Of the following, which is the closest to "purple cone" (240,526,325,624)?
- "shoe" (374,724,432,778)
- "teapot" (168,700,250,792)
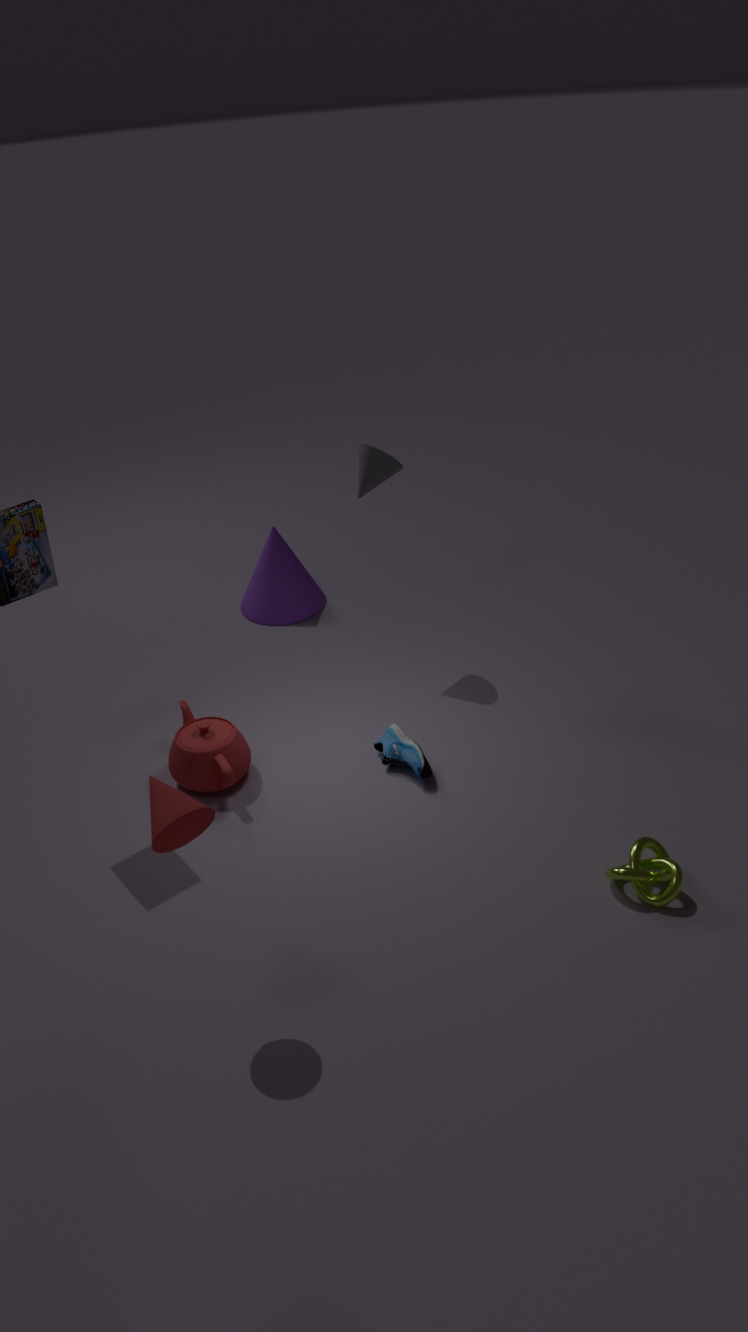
"teapot" (168,700,250,792)
